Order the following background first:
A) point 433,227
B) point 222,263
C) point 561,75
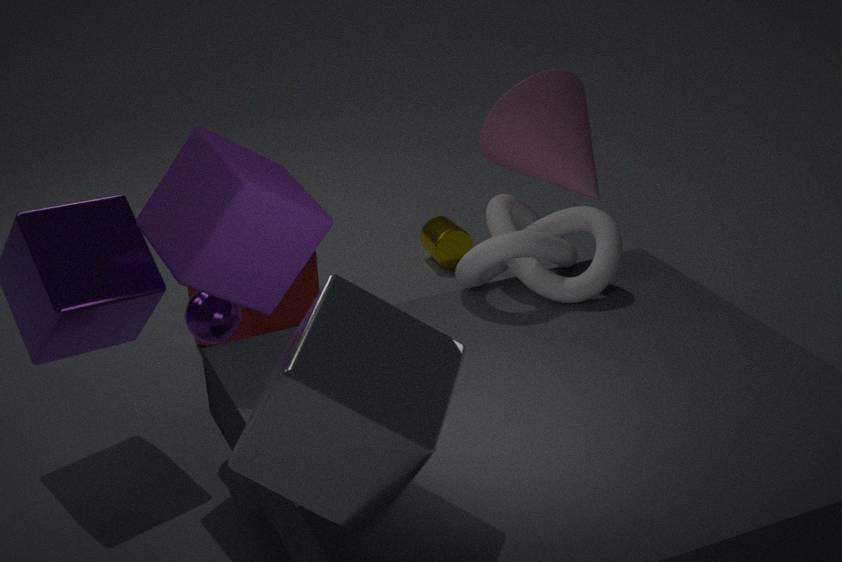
point 433,227
point 561,75
point 222,263
